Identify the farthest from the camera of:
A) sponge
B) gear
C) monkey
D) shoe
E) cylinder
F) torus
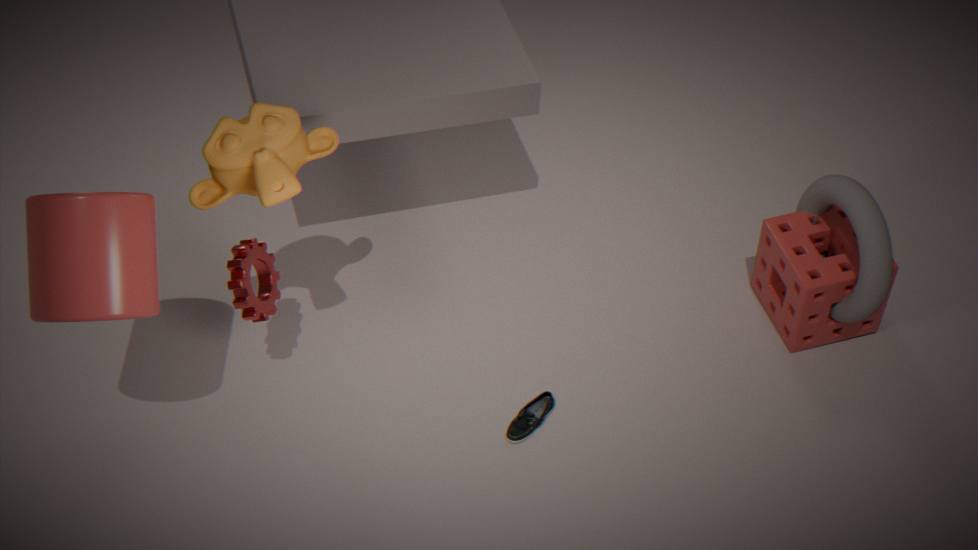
A. sponge
